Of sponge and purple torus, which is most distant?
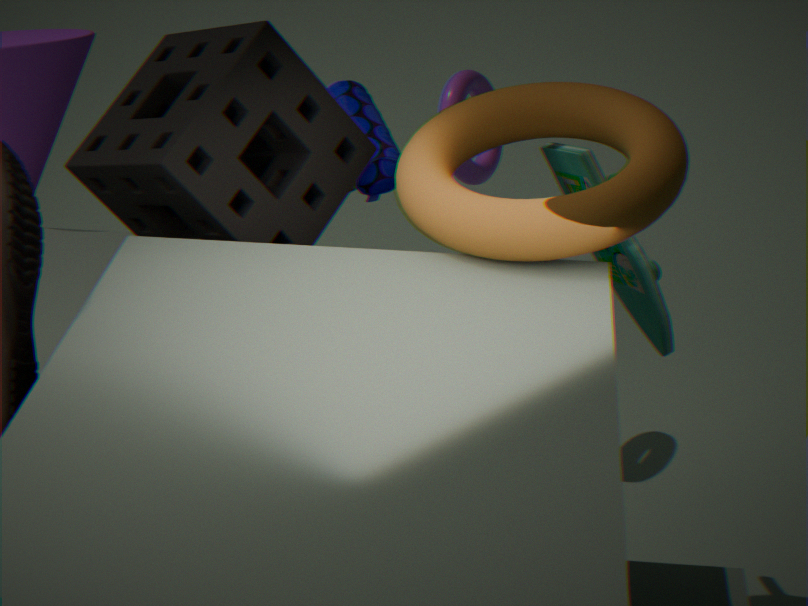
purple torus
